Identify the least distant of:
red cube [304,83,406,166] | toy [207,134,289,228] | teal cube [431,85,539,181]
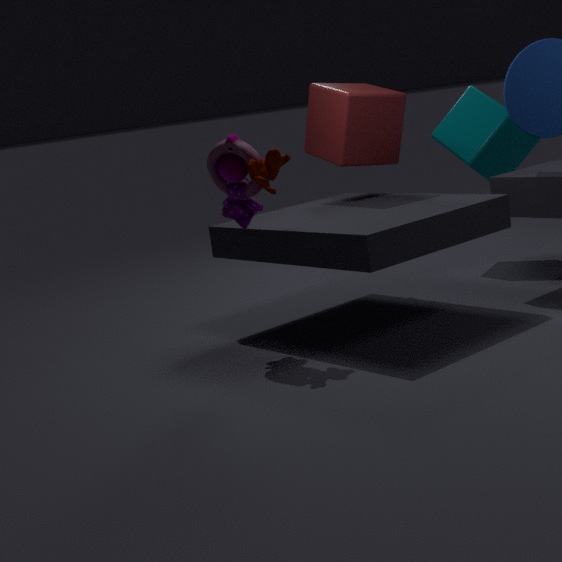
toy [207,134,289,228]
